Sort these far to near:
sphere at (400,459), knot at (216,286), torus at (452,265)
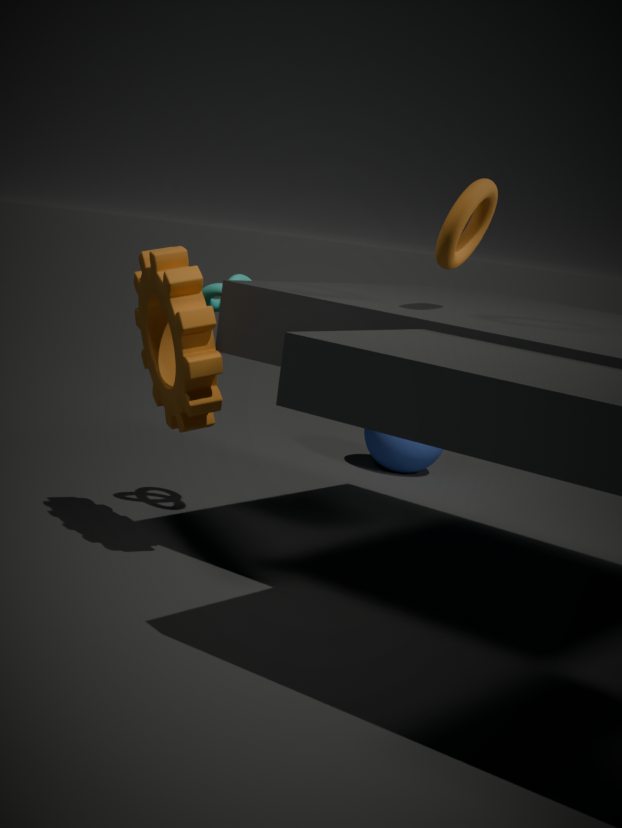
sphere at (400,459), knot at (216,286), torus at (452,265)
